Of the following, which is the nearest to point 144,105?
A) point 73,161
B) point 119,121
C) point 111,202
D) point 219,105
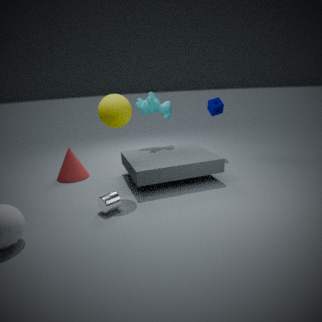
point 219,105
